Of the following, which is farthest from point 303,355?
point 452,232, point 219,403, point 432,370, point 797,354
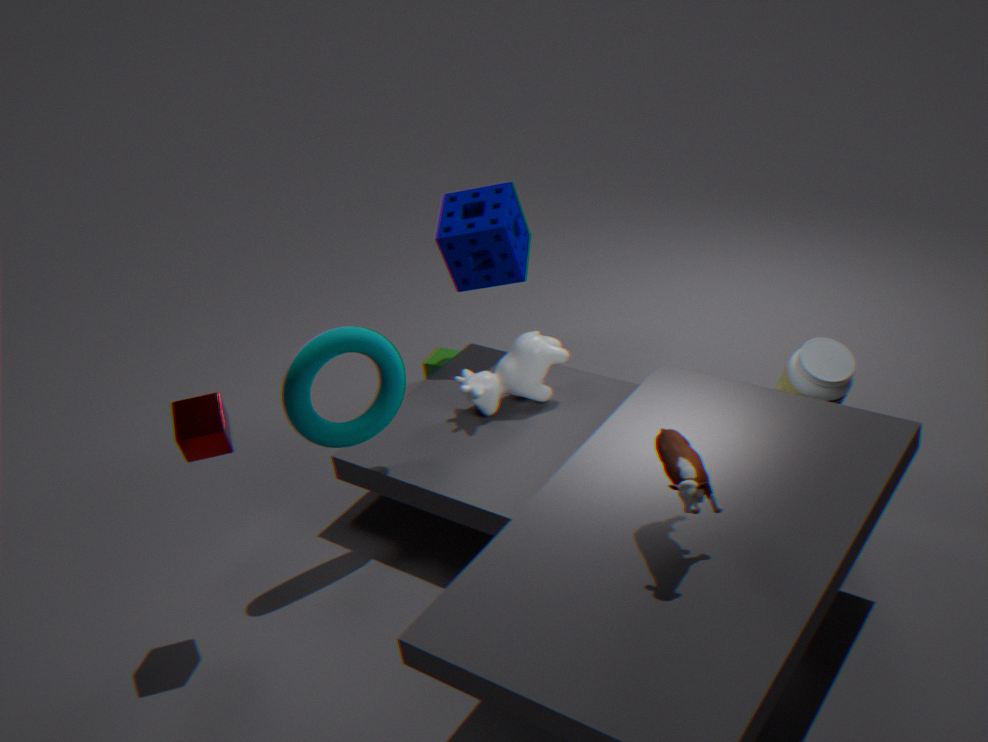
point 797,354
